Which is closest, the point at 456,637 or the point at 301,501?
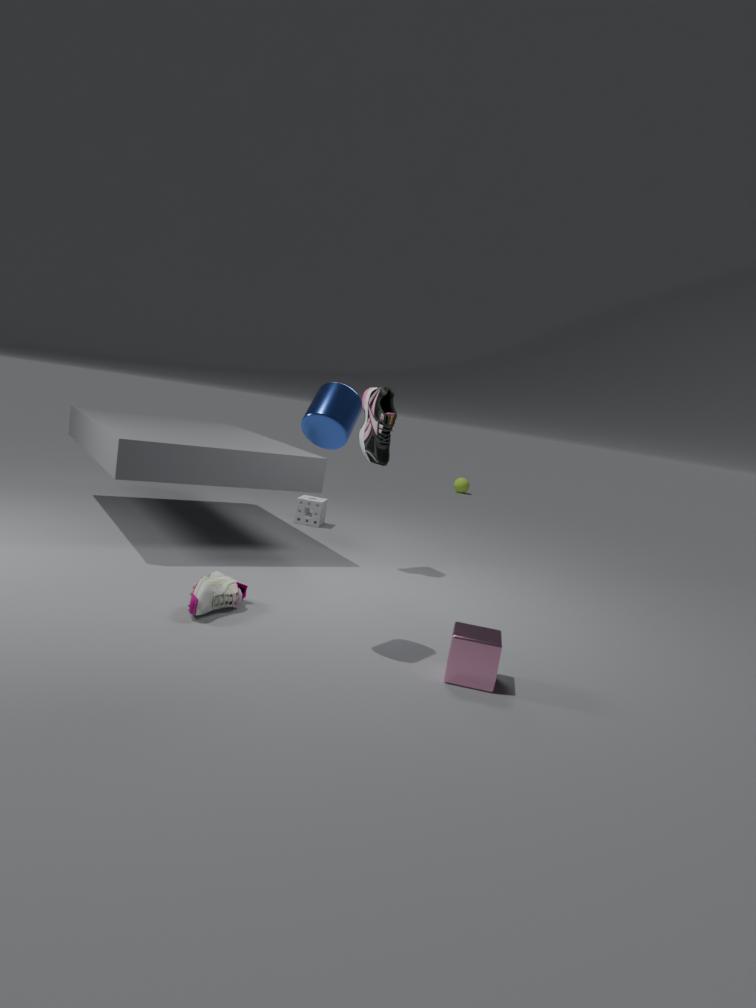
the point at 456,637
